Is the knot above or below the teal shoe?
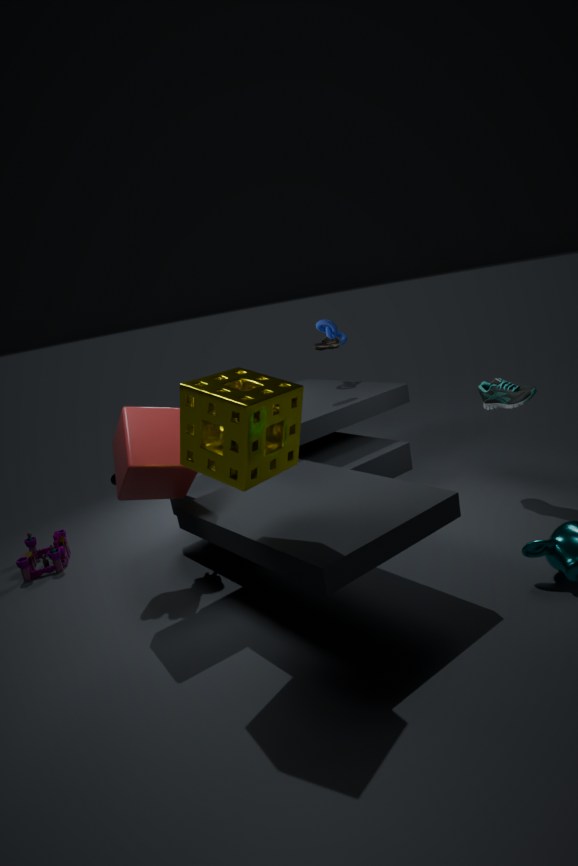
above
